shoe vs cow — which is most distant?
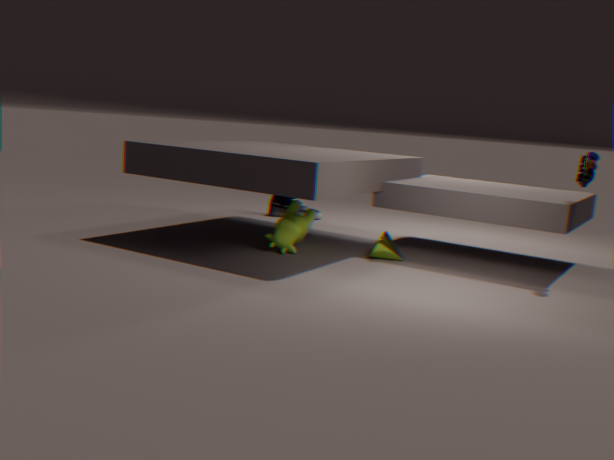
shoe
